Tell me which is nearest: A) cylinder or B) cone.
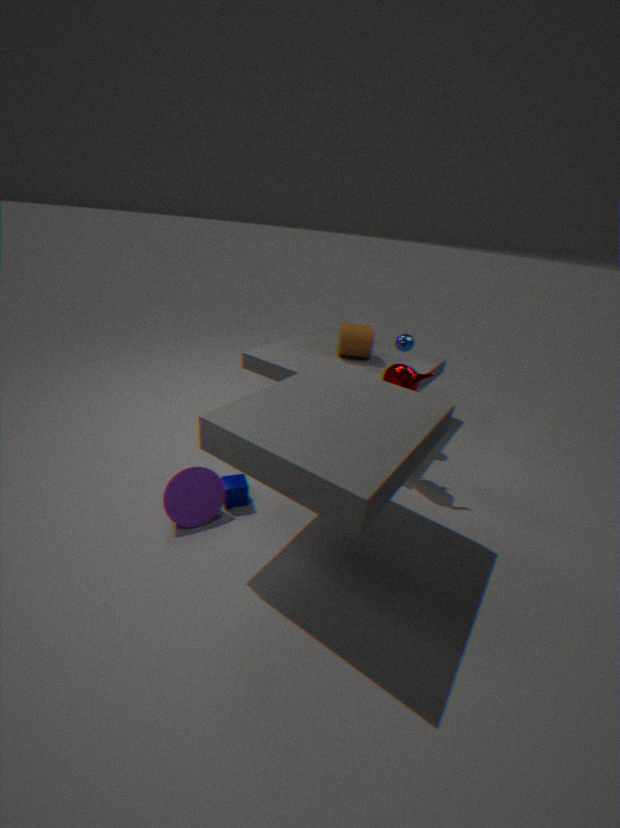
B. cone
